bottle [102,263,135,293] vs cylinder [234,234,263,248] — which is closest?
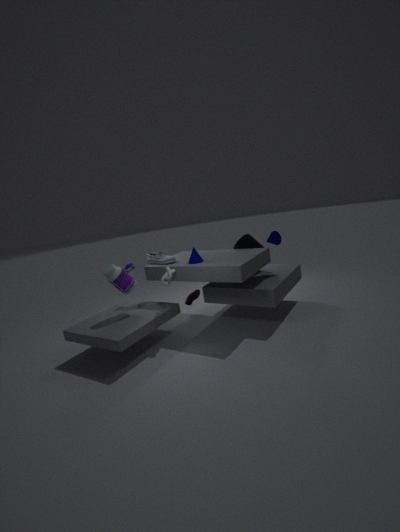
bottle [102,263,135,293]
